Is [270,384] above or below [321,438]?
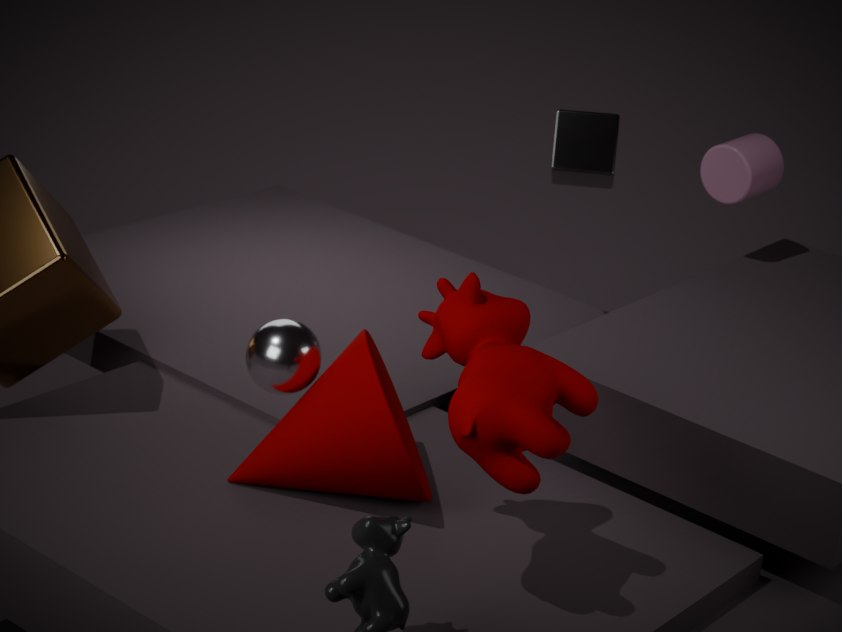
above
